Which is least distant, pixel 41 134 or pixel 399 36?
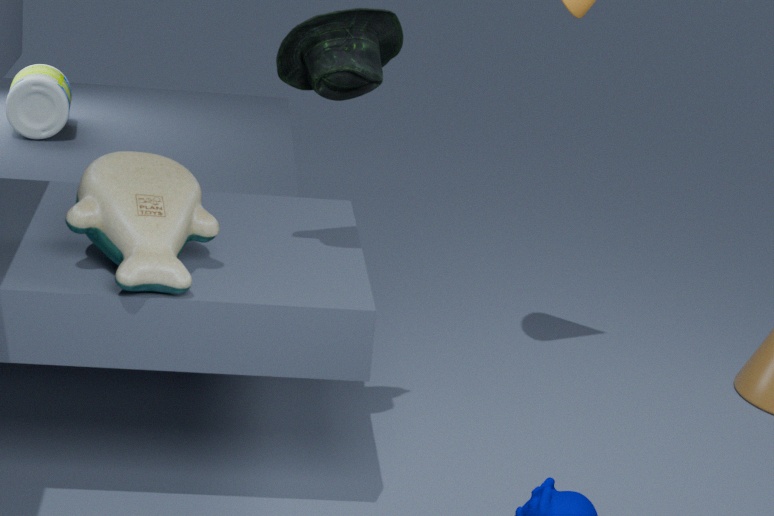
pixel 399 36
